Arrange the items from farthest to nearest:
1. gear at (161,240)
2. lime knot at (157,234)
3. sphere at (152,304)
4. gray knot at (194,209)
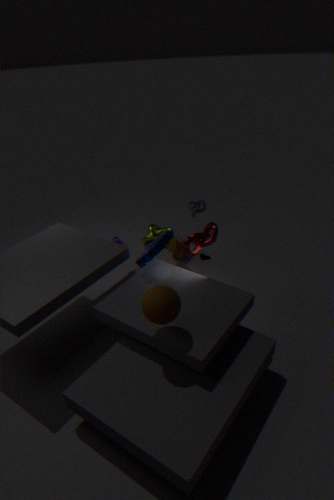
1. lime knot at (157,234)
2. gray knot at (194,209)
3. gear at (161,240)
4. sphere at (152,304)
